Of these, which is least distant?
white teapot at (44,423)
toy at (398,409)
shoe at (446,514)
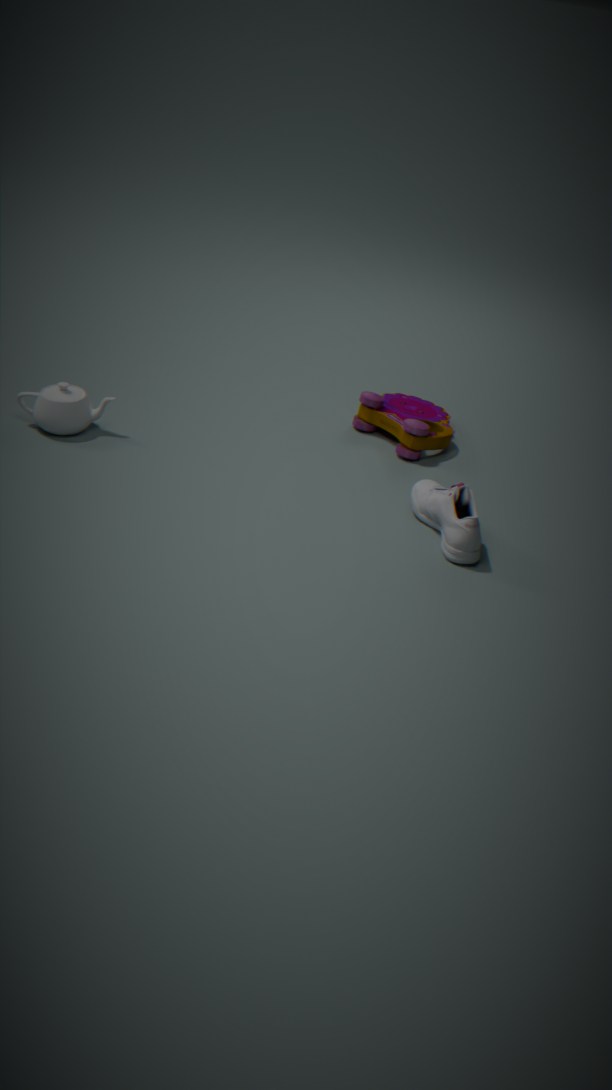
shoe at (446,514)
